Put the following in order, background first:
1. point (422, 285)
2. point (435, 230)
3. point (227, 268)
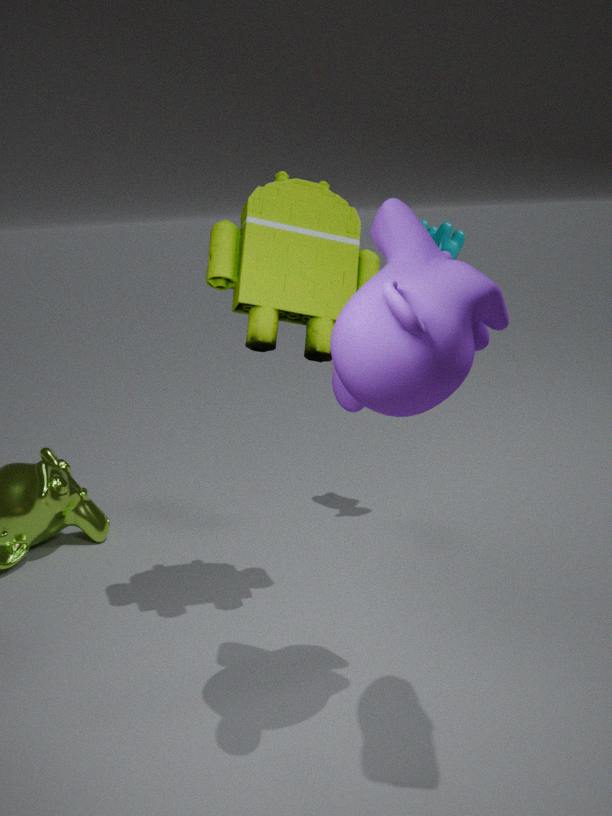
point (435, 230)
point (227, 268)
point (422, 285)
